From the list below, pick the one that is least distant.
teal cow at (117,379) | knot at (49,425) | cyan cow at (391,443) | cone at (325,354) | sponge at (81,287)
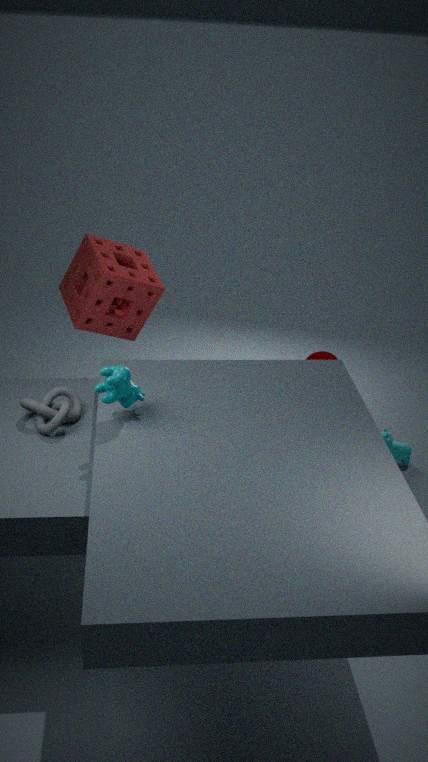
teal cow at (117,379)
